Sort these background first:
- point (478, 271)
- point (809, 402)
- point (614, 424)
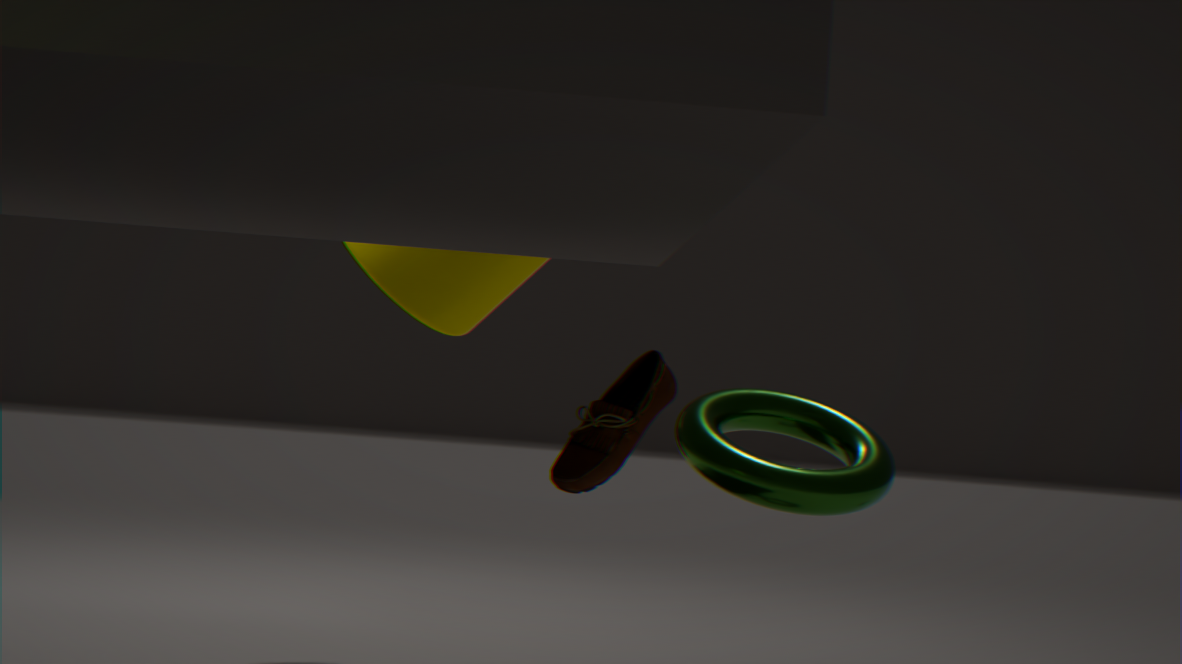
1. point (478, 271)
2. point (614, 424)
3. point (809, 402)
